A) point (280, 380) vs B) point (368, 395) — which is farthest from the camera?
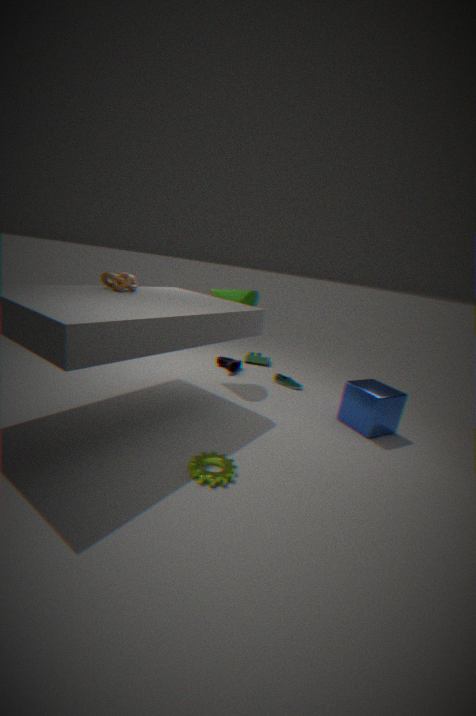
A. point (280, 380)
